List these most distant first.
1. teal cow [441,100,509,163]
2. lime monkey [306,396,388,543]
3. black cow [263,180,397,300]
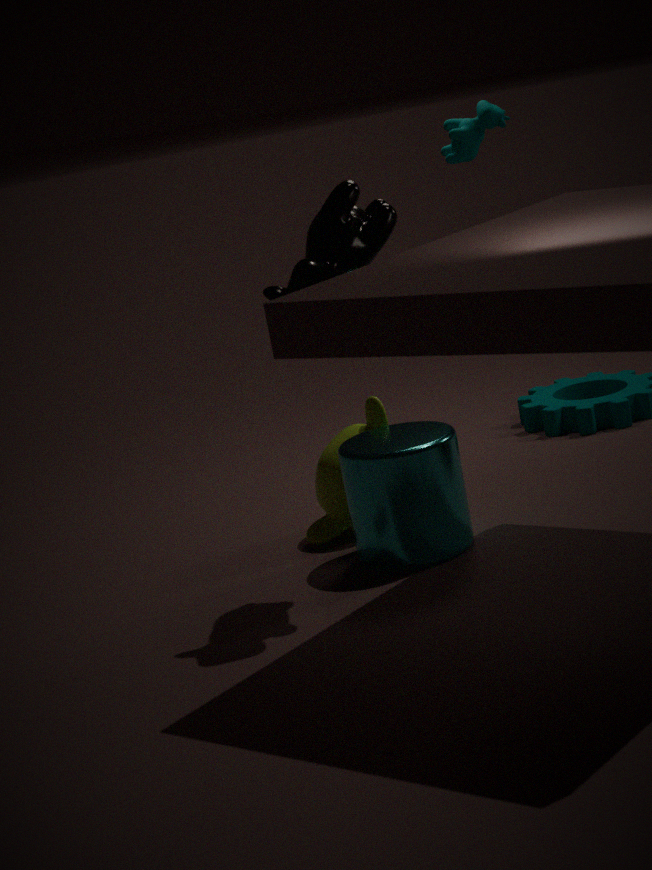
teal cow [441,100,509,163]
lime monkey [306,396,388,543]
black cow [263,180,397,300]
